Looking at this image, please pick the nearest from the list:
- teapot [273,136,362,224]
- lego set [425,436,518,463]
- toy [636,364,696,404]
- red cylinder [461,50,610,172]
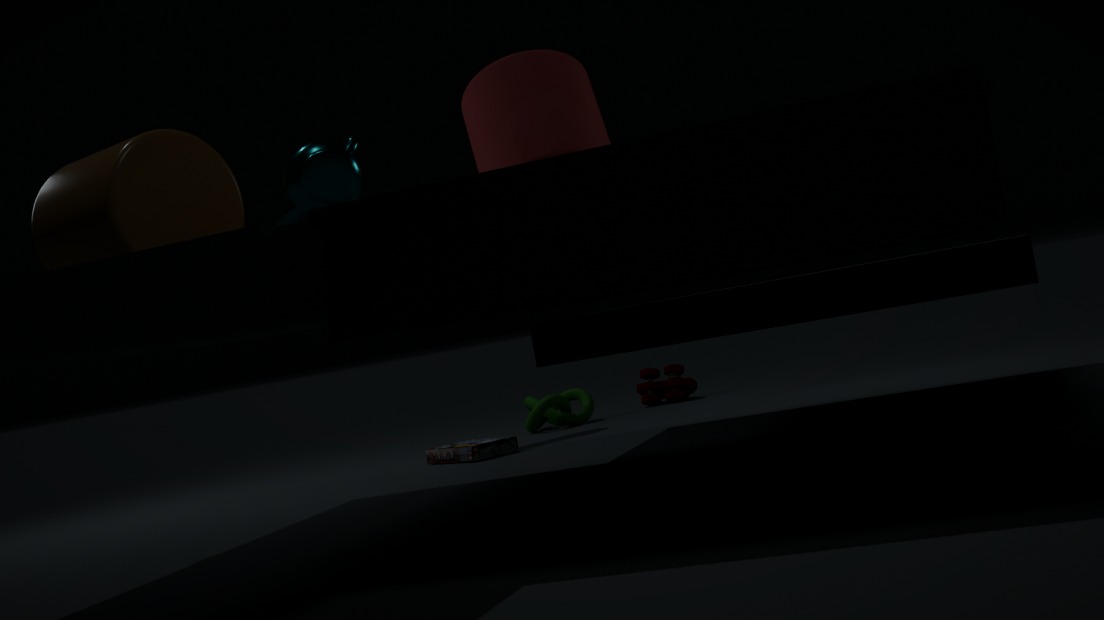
teapot [273,136,362,224]
